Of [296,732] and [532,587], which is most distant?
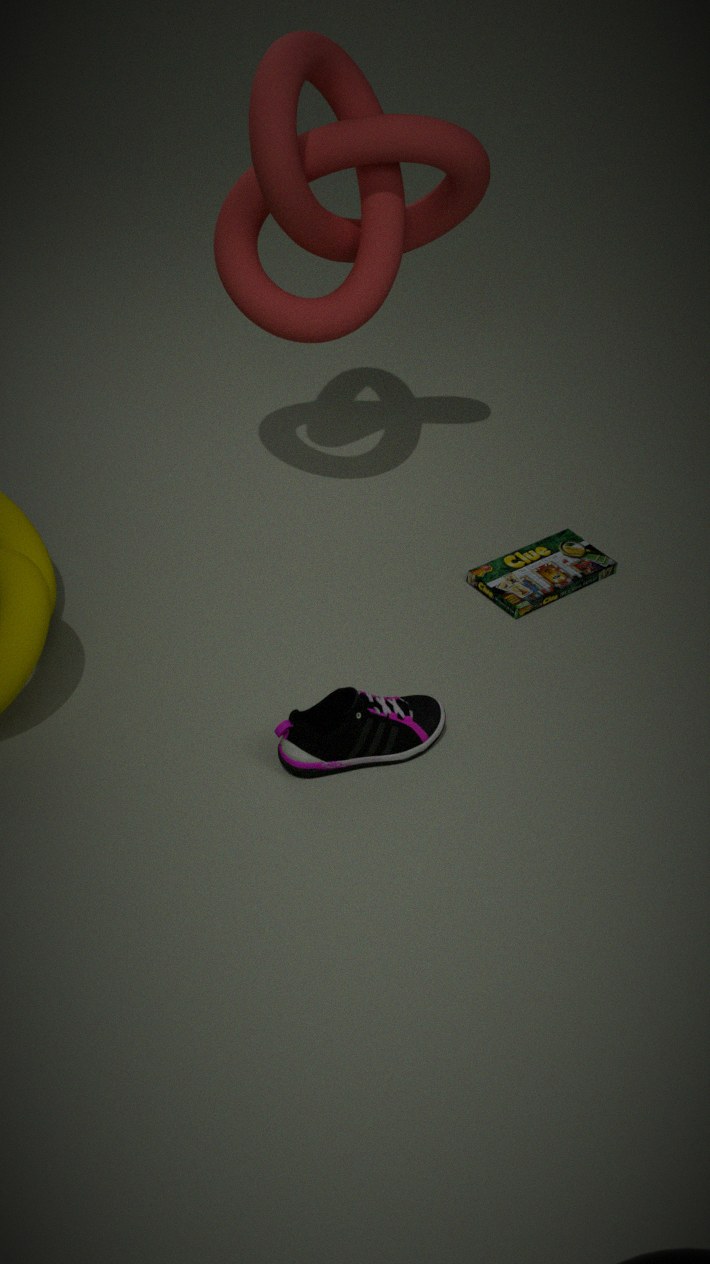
[532,587]
